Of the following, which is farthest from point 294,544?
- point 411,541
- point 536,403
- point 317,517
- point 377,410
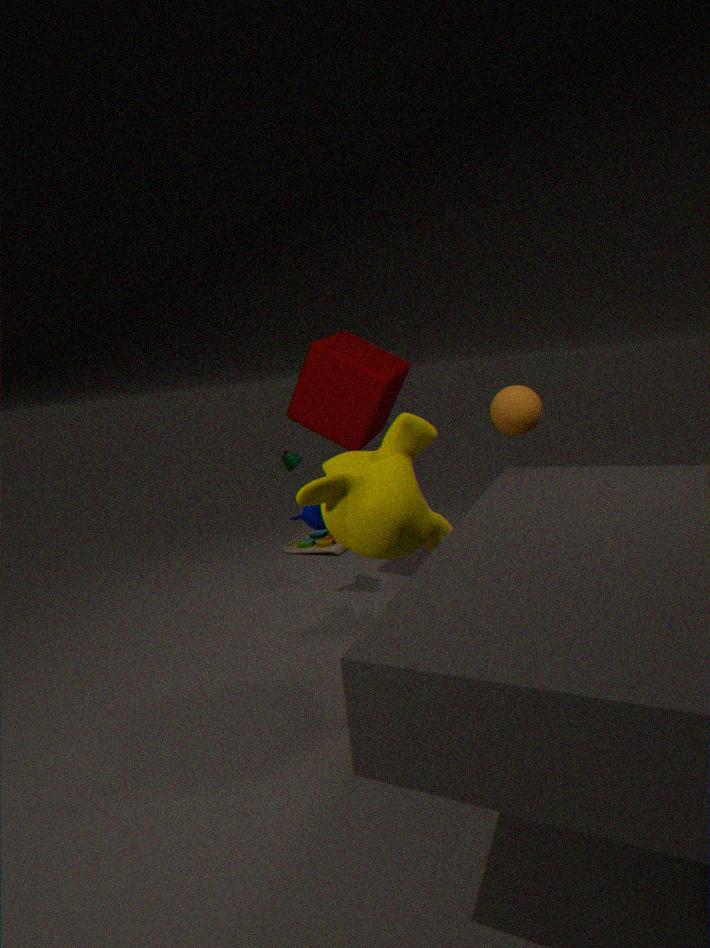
point 411,541
